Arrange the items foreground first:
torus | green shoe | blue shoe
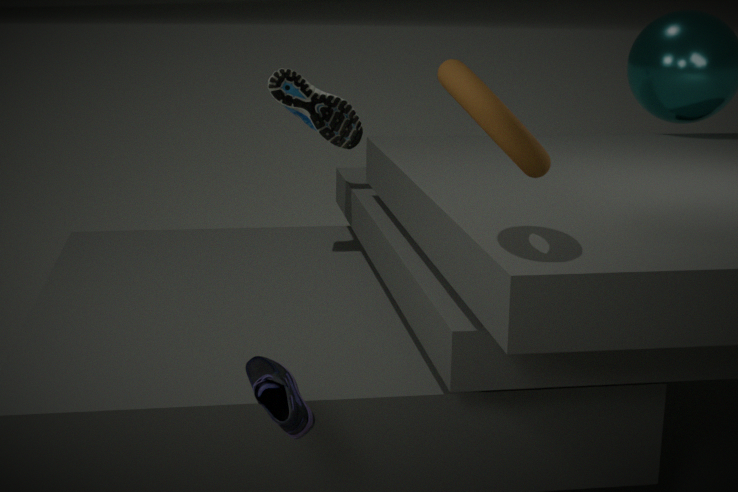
blue shoe < torus < green shoe
